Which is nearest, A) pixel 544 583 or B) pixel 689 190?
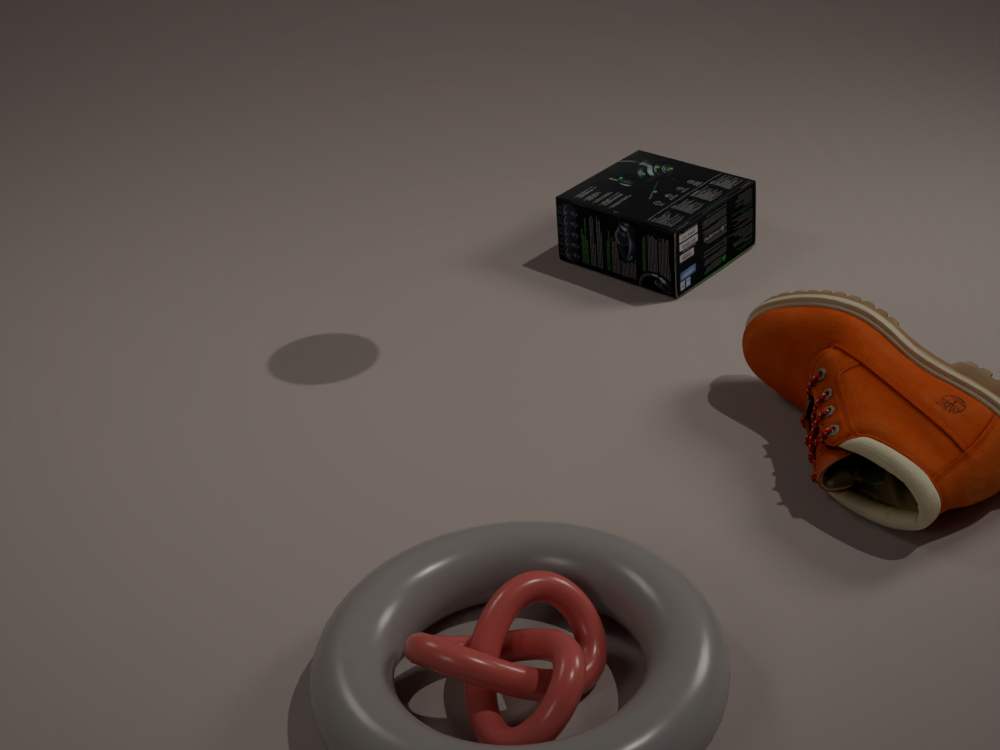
A. pixel 544 583
